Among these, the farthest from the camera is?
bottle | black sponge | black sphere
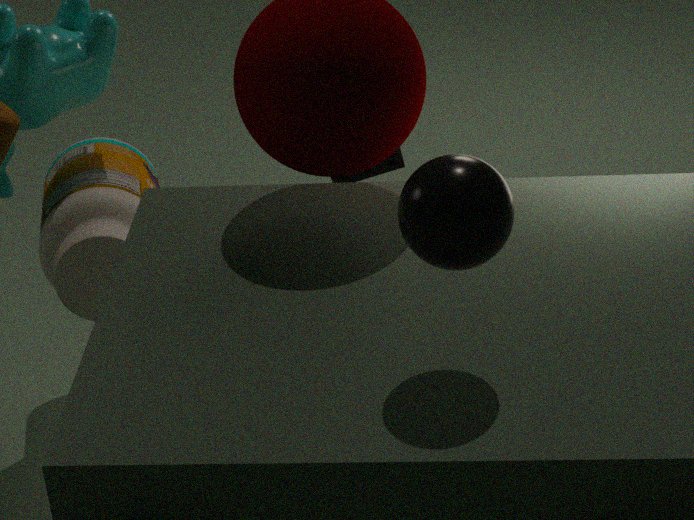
black sponge
